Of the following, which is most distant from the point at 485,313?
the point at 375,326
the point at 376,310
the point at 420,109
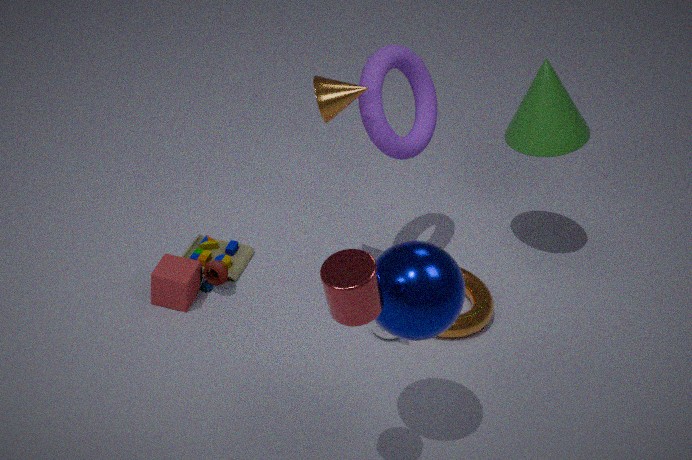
the point at 376,310
